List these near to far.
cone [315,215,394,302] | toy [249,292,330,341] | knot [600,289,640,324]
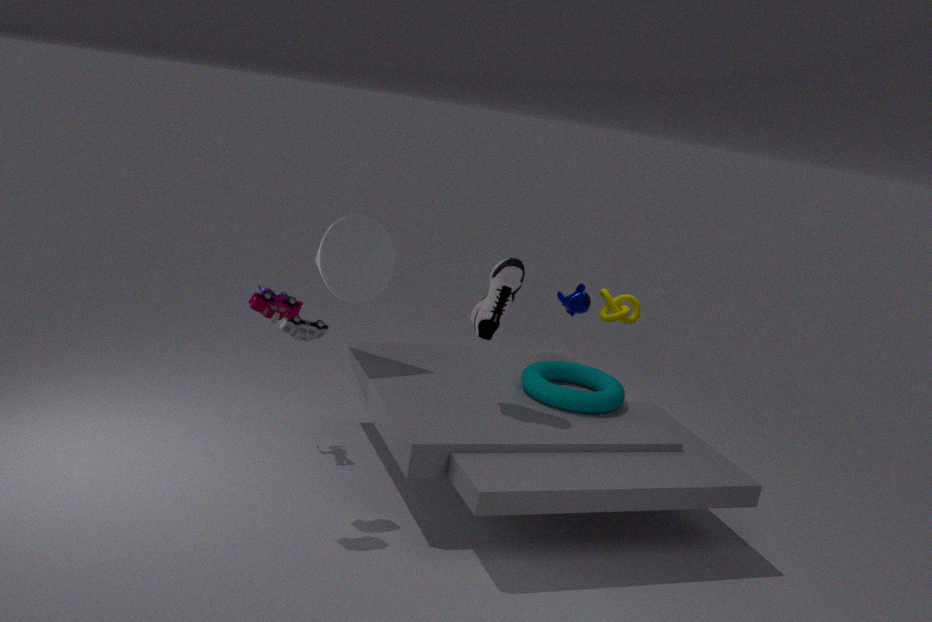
toy [249,292,330,341] < cone [315,215,394,302] < knot [600,289,640,324]
